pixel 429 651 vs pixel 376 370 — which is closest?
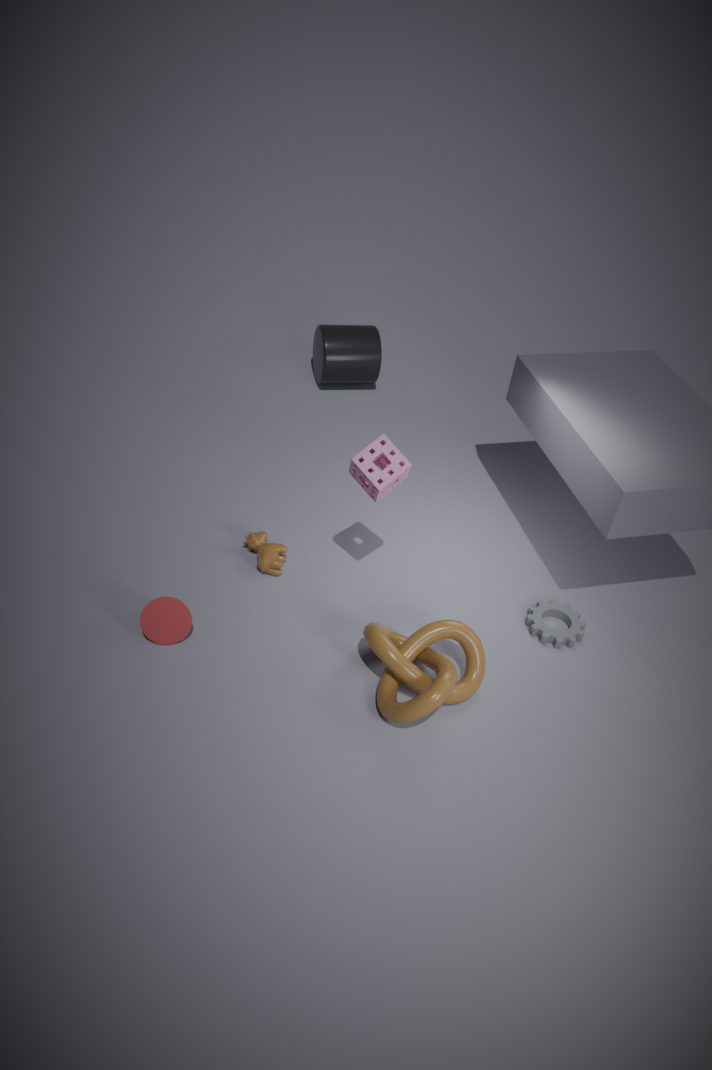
pixel 429 651
